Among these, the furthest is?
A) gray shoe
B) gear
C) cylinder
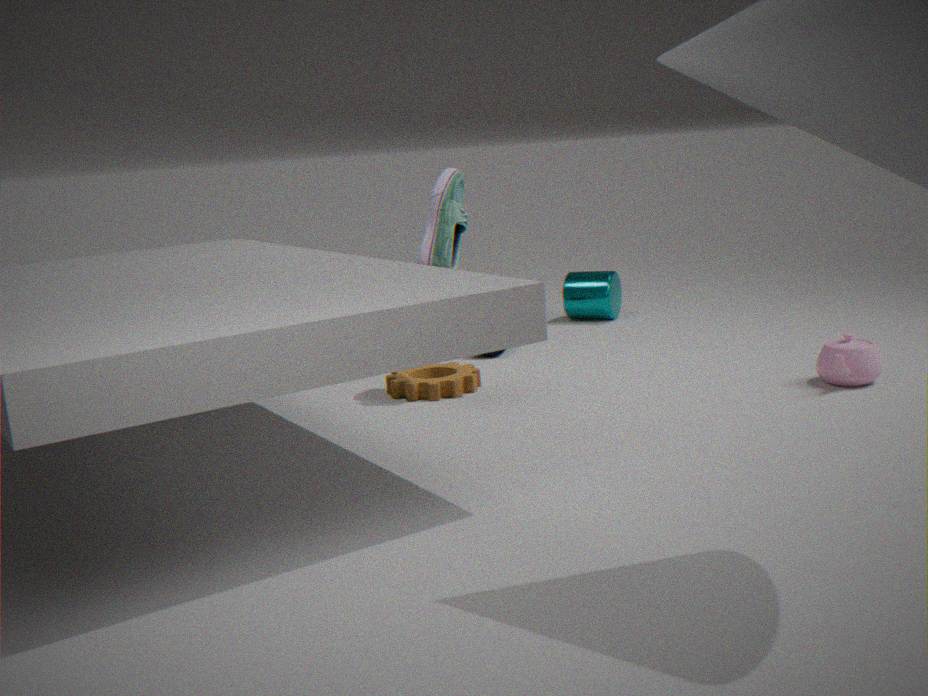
cylinder
